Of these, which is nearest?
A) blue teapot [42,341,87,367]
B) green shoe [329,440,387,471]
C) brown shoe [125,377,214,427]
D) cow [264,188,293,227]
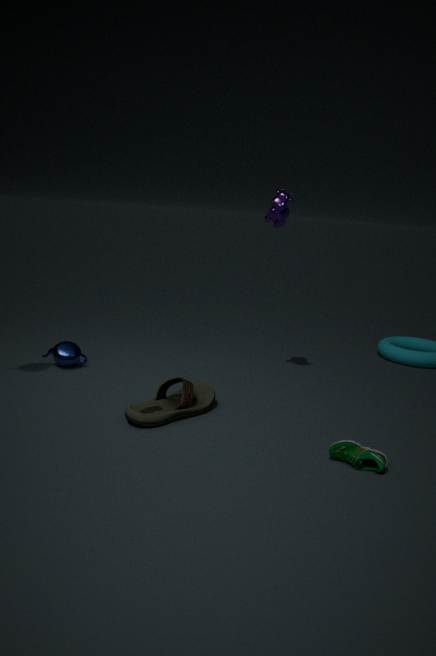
green shoe [329,440,387,471]
